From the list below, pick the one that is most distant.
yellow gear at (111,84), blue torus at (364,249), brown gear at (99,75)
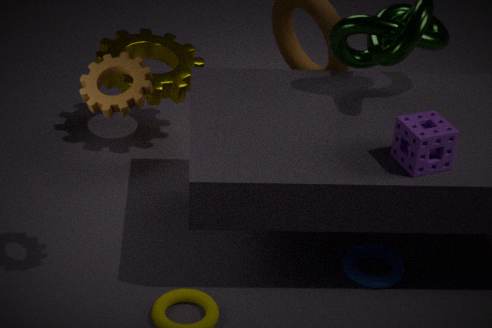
yellow gear at (111,84)
